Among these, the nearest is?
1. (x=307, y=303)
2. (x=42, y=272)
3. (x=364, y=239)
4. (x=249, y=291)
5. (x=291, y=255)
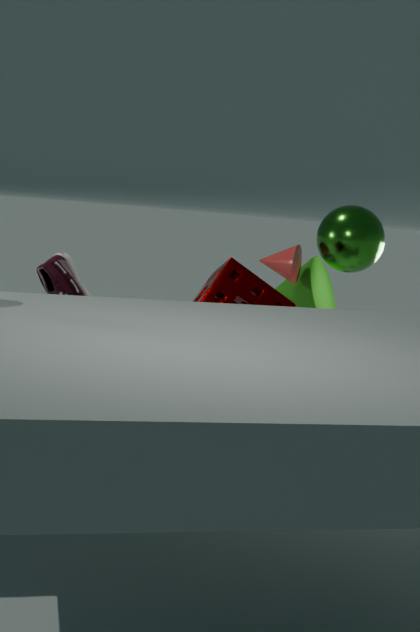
(x=249, y=291)
